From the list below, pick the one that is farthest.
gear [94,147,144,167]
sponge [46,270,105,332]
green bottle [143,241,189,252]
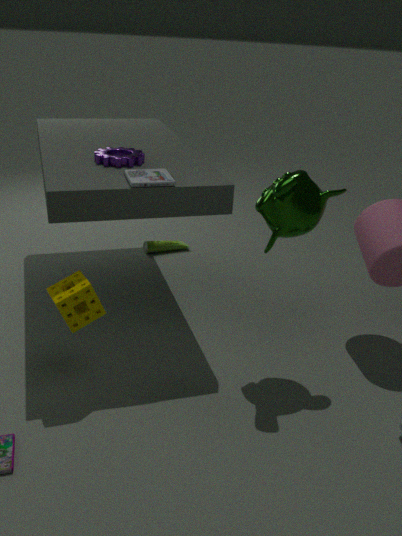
green bottle [143,241,189,252]
